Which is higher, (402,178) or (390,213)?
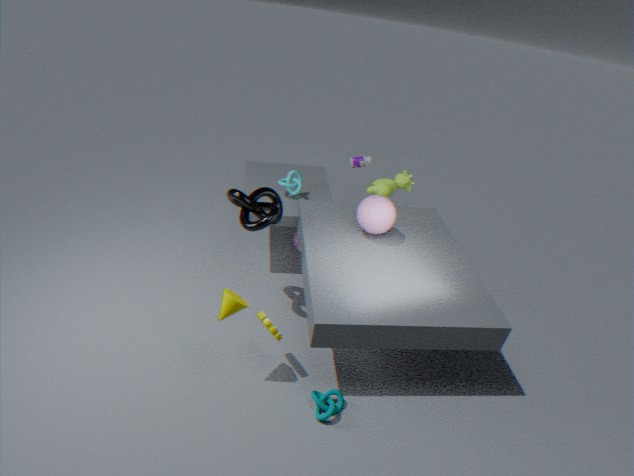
(390,213)
